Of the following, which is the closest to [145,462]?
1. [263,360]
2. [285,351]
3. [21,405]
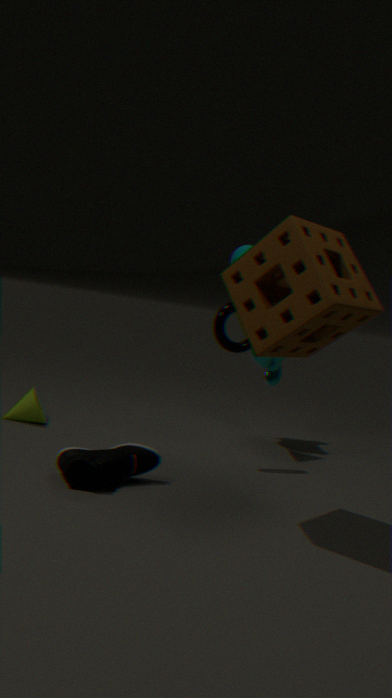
[21,405]
